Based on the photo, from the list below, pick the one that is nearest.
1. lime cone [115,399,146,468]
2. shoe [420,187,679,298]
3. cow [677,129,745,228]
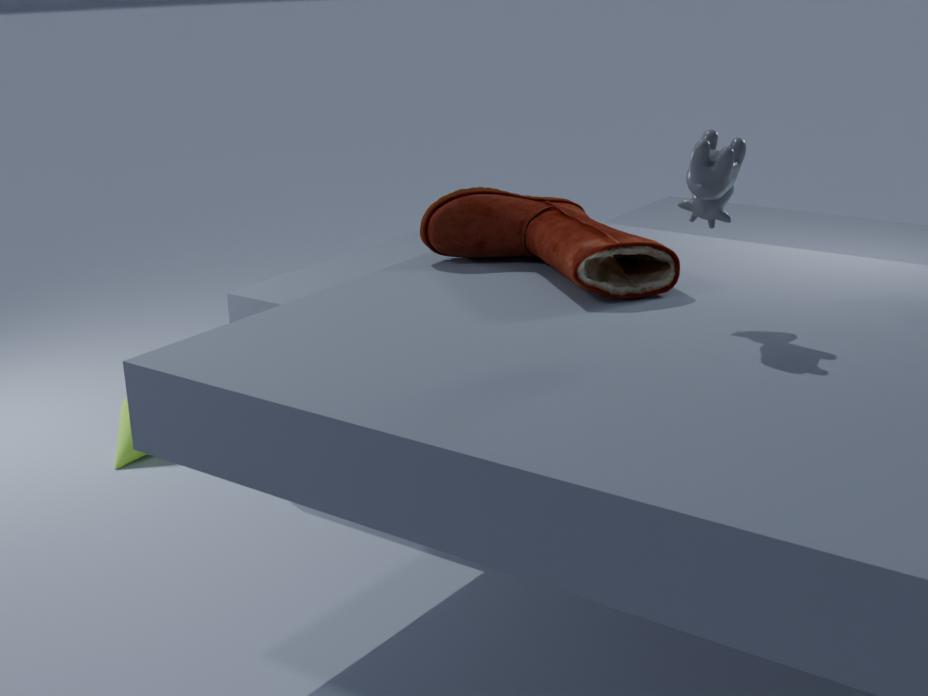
cow [677,129,745,228]
